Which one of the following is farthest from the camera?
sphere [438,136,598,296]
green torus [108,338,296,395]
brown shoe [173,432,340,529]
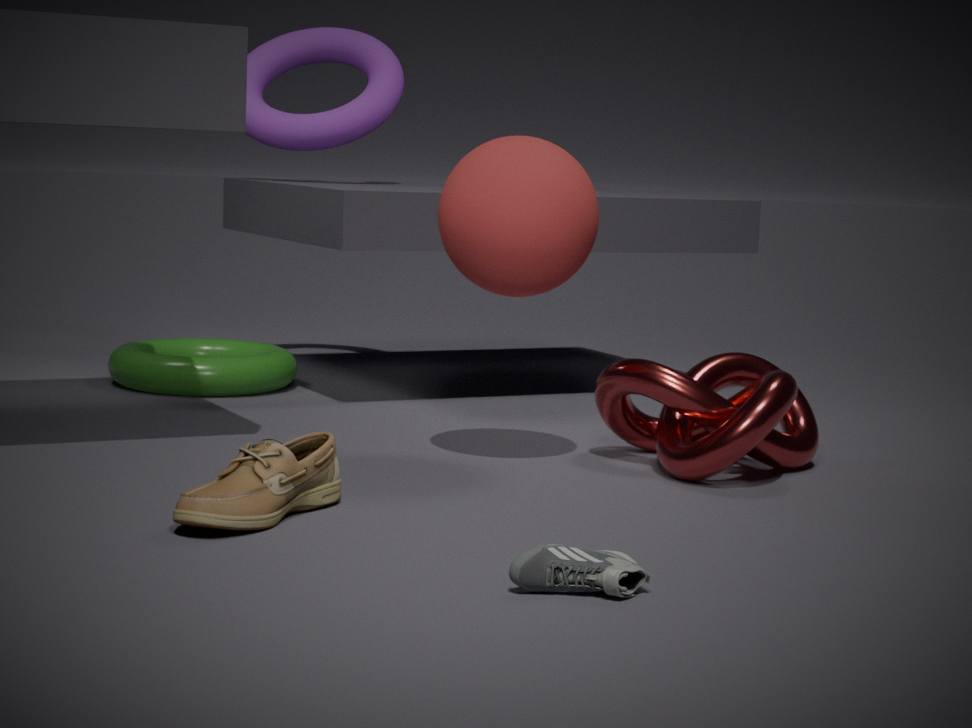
green torus [108,338,296,395]
